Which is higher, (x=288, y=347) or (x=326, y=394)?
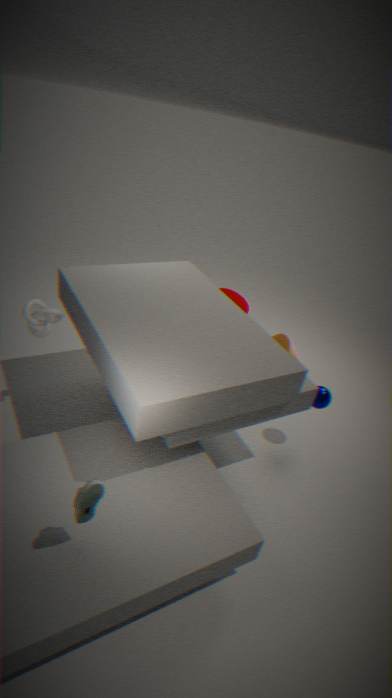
(x=326, y=394)
